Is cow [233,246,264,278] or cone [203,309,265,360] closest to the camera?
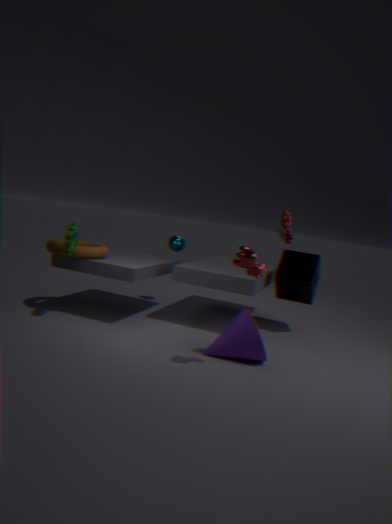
cow [233,246,264,278]
